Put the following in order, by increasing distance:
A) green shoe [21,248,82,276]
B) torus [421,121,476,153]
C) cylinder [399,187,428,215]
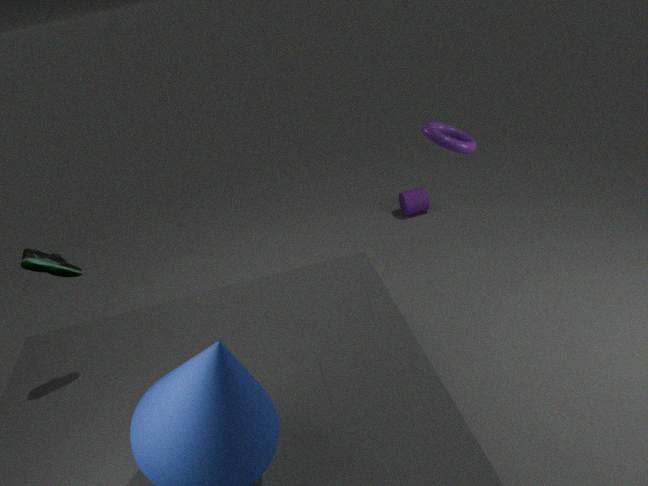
green shoe [21,248,82,276], torus [421,121,476,153], cylinder [399,187,428,215]
